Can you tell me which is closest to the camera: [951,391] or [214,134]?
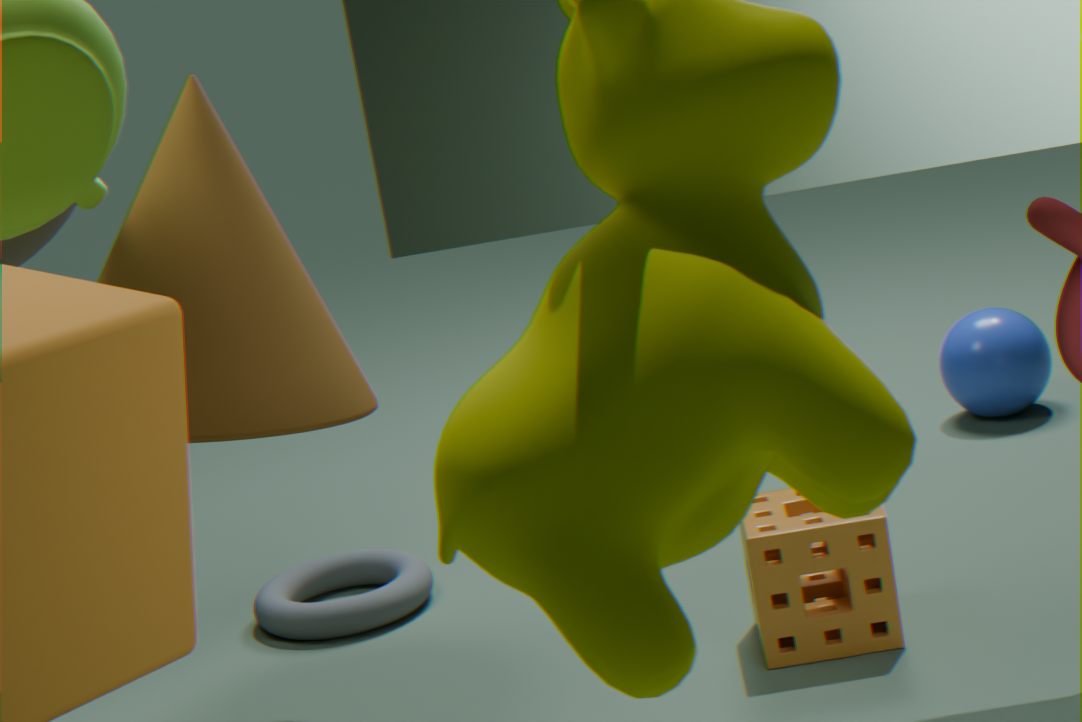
[214,134]
